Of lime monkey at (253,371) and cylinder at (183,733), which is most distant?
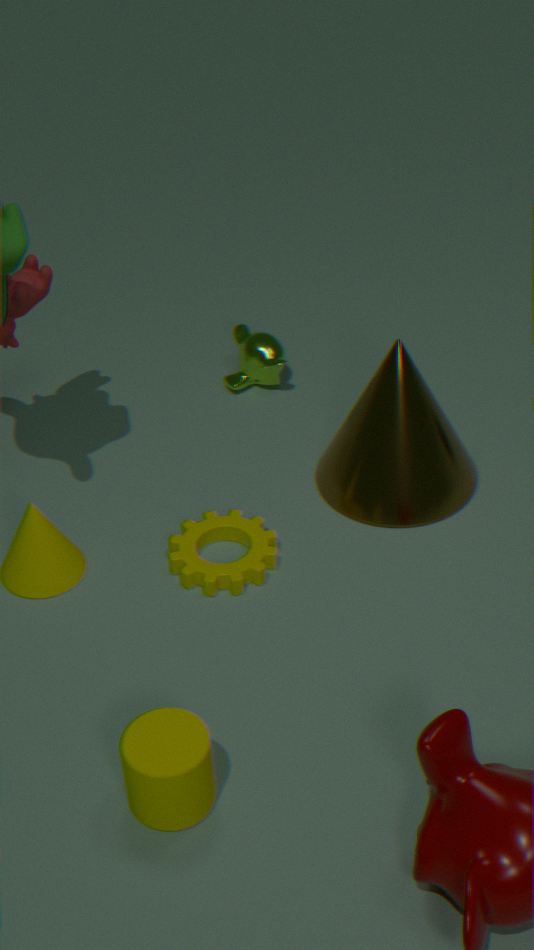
lime monkey at (253,371)
